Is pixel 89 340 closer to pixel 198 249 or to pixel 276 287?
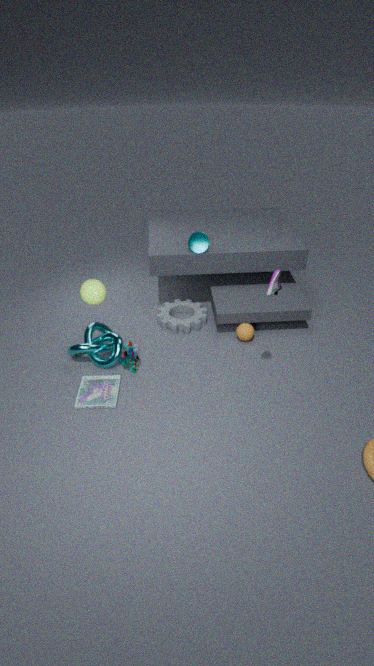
pixel 198 249
